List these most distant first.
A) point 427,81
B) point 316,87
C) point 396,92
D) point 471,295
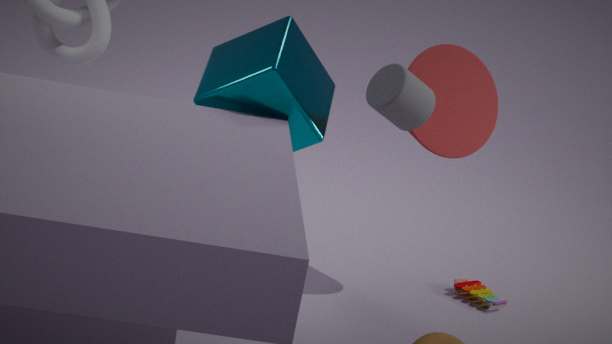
1. point 471,295
2. point 427,81
3. point 316,87
4. point 396,92
